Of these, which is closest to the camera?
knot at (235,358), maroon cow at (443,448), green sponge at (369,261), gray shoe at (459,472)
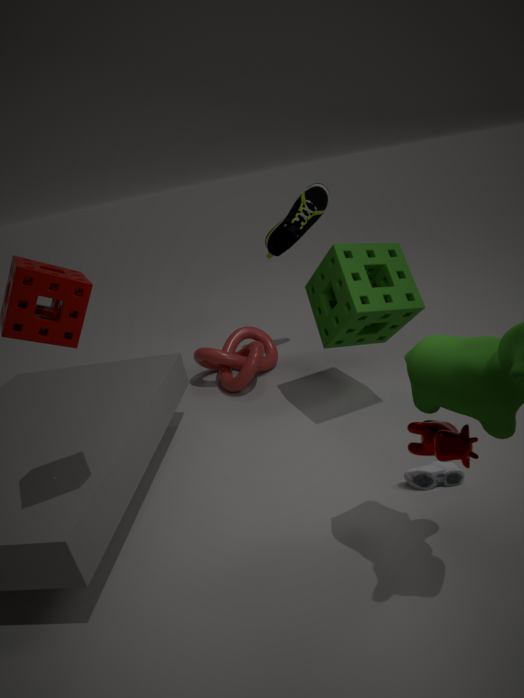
maroon cow at (443,448)
